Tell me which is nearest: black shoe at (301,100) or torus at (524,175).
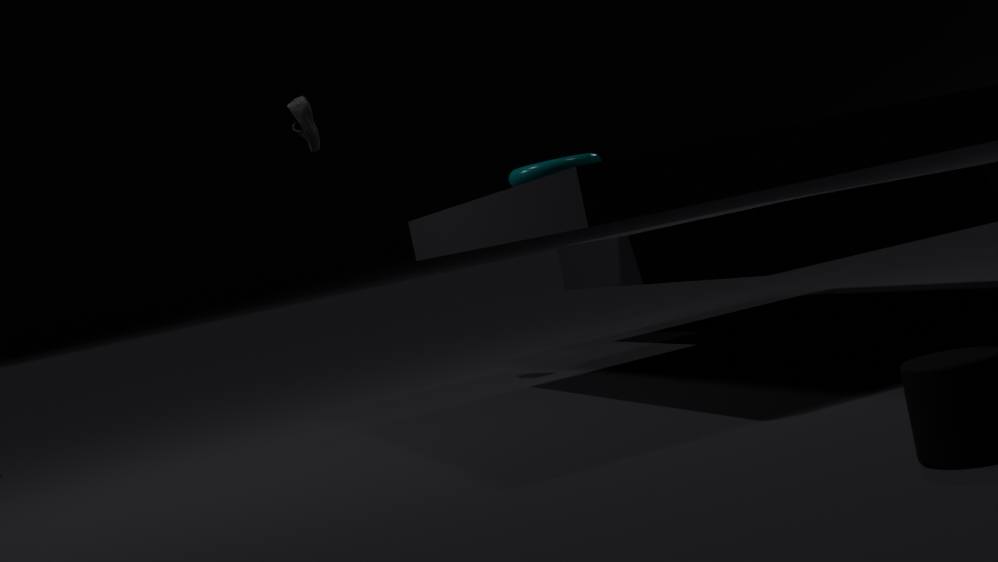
torus at (524,175)
